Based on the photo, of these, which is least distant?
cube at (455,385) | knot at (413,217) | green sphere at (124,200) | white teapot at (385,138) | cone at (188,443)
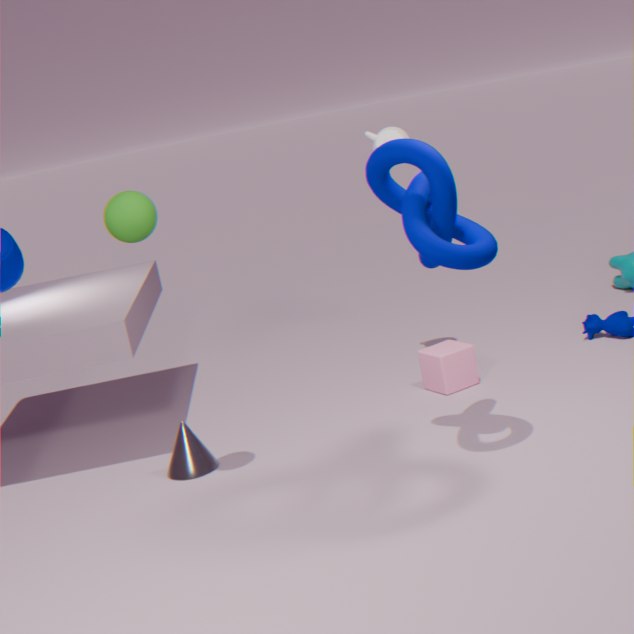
knot at (413,217)
